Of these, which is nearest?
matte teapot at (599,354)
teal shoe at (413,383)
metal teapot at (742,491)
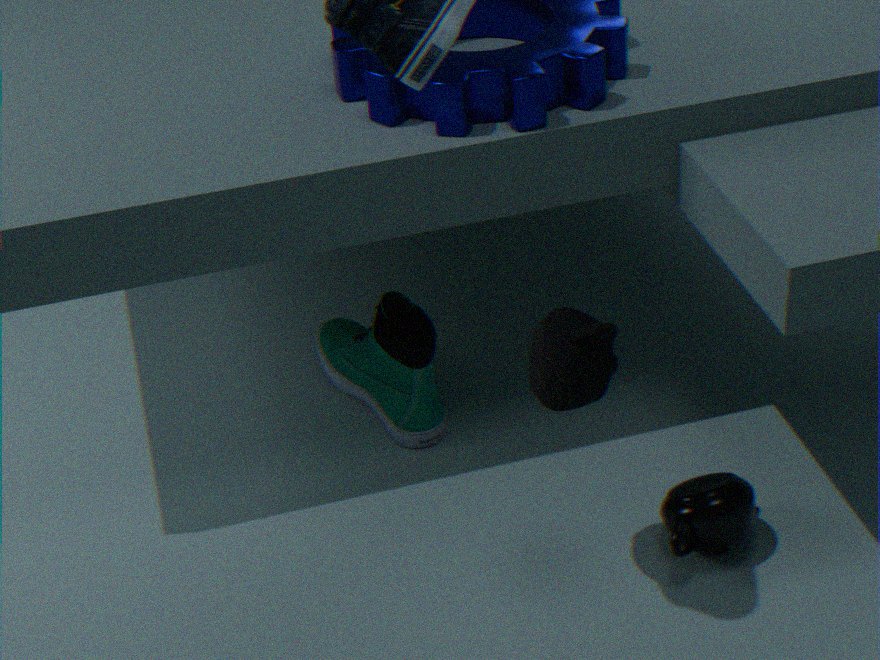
matte teapot at (599,354)
